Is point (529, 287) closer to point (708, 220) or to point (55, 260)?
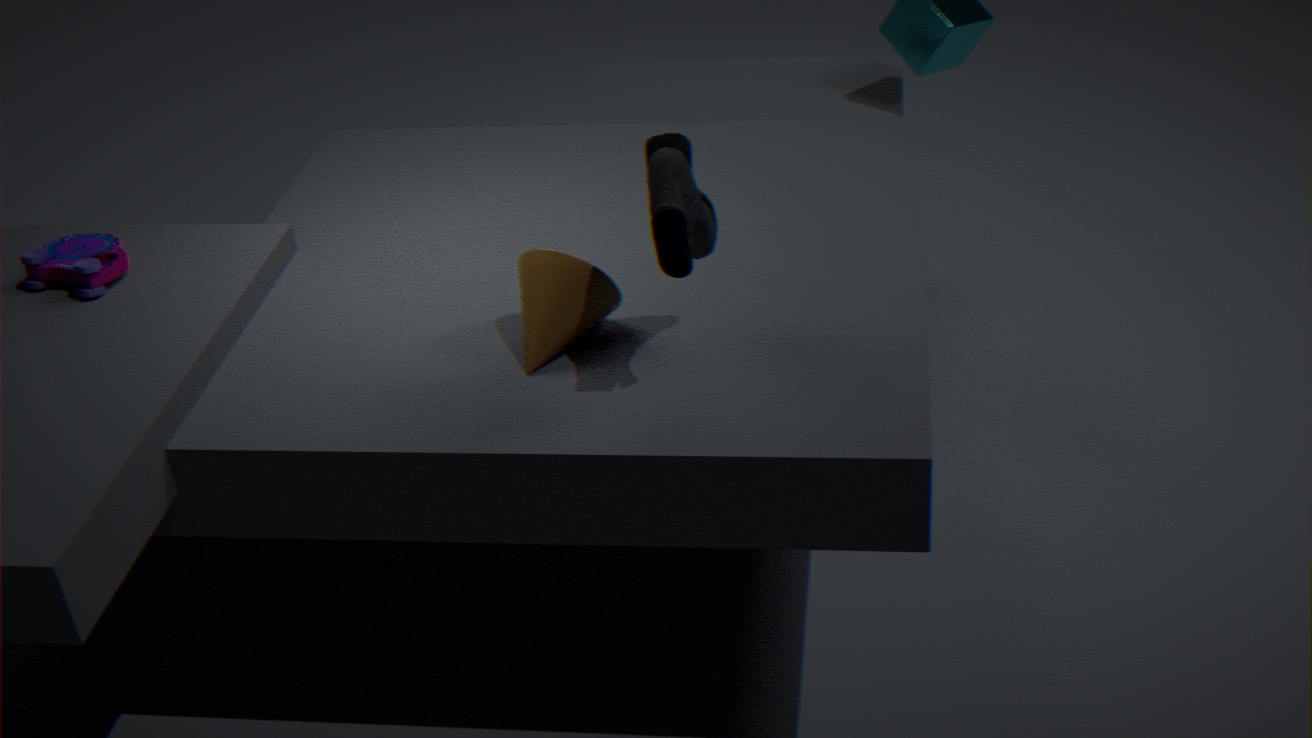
point (708, 220)
